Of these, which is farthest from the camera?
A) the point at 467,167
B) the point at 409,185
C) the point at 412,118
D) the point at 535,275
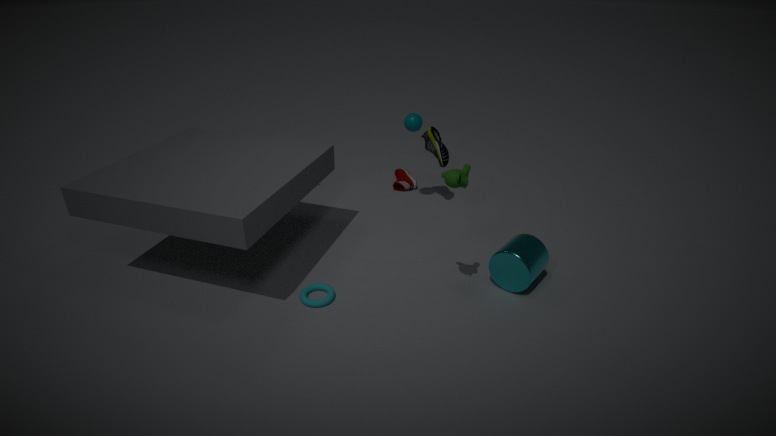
the point at 409,185
